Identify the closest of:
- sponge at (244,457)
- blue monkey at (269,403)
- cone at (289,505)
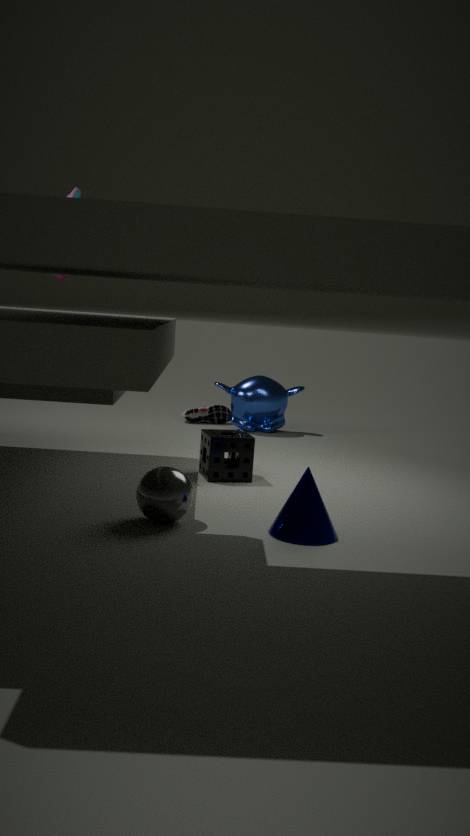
cone at (289,505)
